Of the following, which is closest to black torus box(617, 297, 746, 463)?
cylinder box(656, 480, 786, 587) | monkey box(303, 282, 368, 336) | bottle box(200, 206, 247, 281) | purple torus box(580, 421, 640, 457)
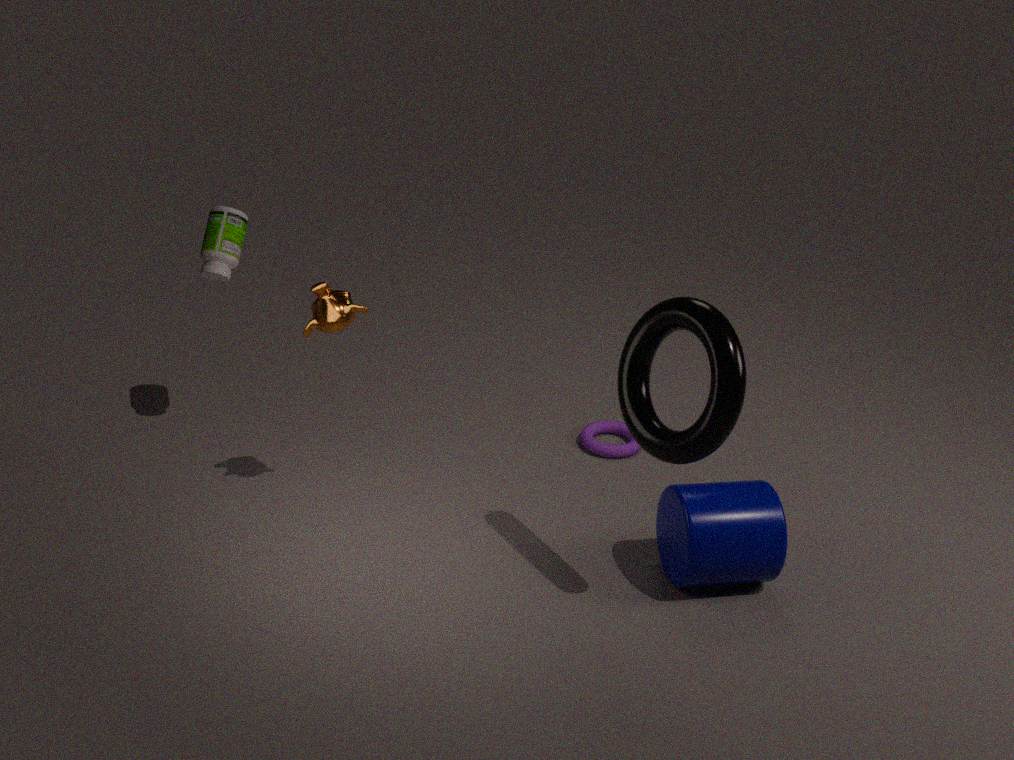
cylinder box(656, 480, 786, 587)
